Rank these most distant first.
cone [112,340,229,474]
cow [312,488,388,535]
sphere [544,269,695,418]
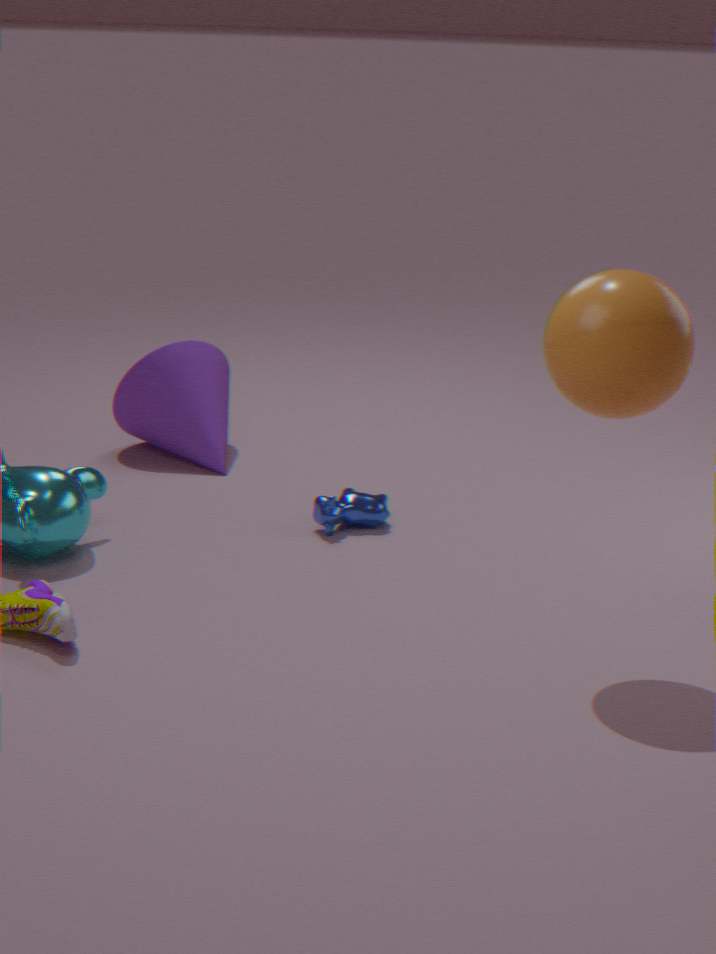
cone [112,340,229,474]
cow [312,488,388,535]
sphere [544,269,695,418]
